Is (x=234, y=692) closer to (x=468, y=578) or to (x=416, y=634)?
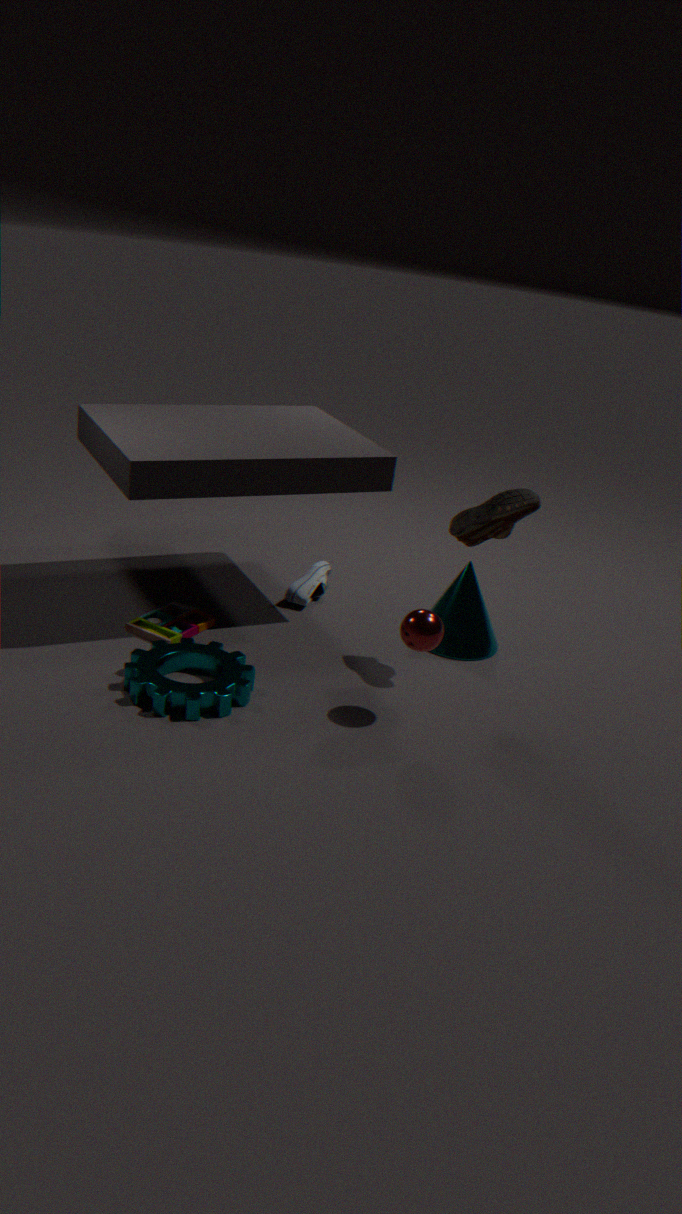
(x=416, y=634)
